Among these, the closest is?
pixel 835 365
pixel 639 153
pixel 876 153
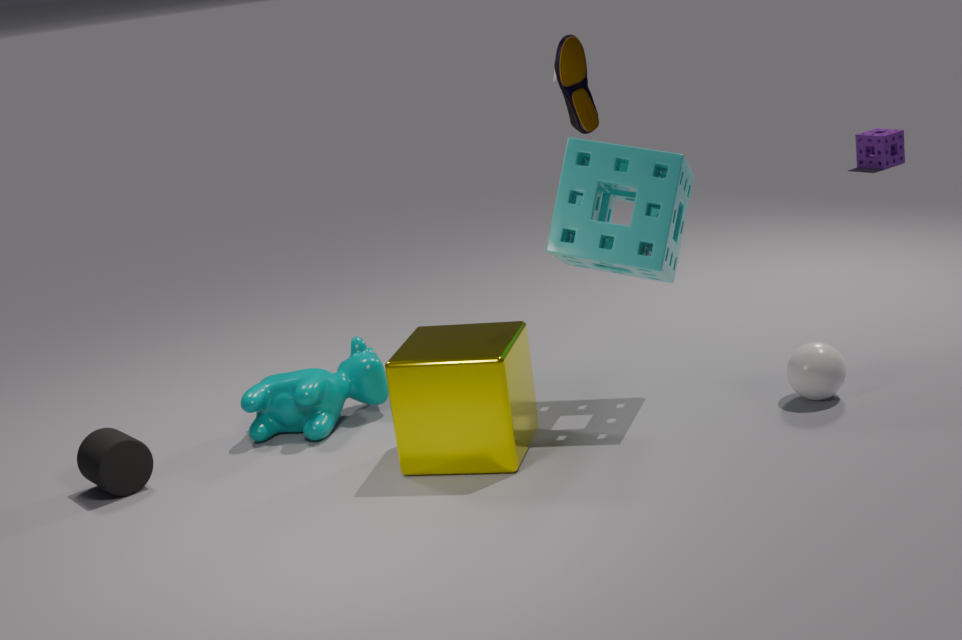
pixel 639 153
